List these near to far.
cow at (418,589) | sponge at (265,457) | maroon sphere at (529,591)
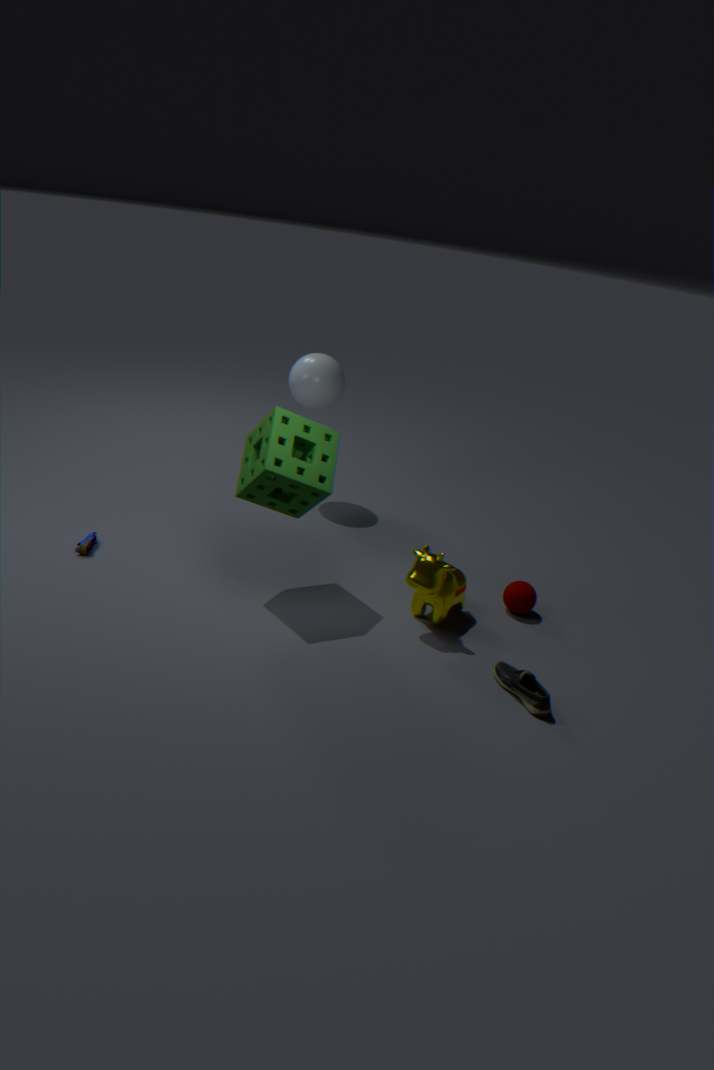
sponge at (265,457) < cow at (418,589) < maroon sphere at (529,591)
